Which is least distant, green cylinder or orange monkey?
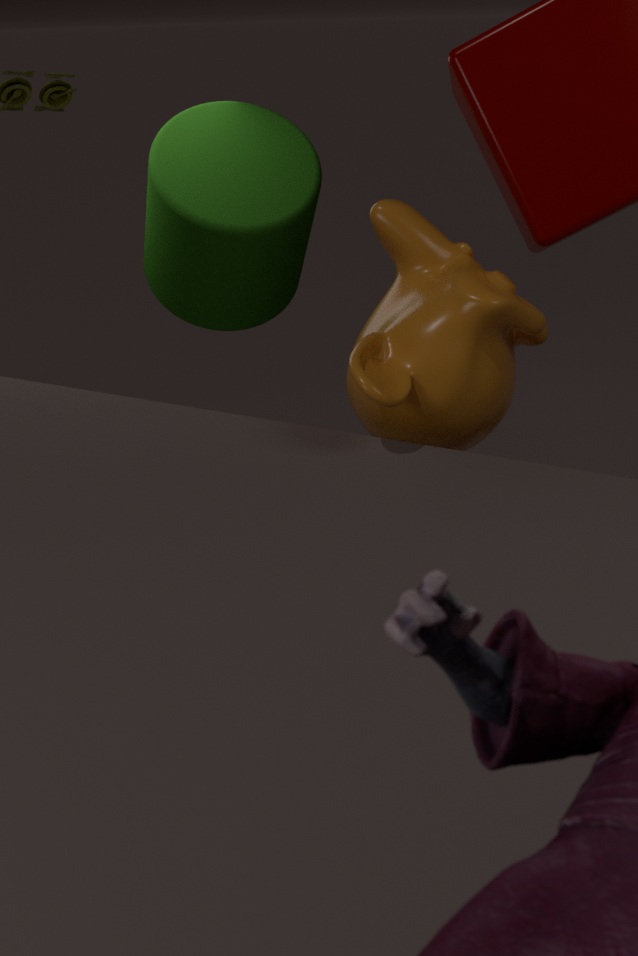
orange monkey
